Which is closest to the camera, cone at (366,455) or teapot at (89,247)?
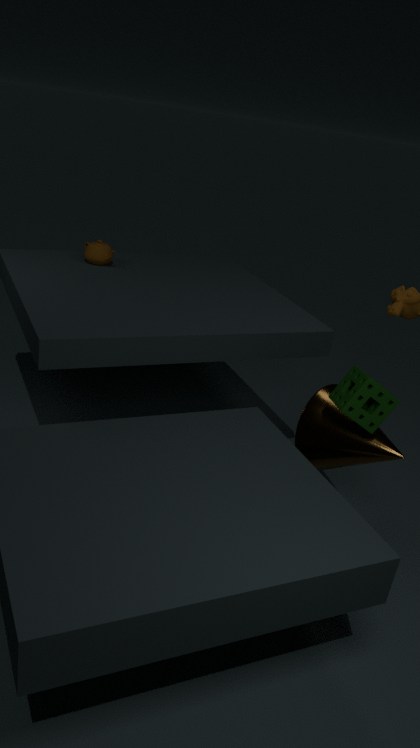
cone at (366,455)
